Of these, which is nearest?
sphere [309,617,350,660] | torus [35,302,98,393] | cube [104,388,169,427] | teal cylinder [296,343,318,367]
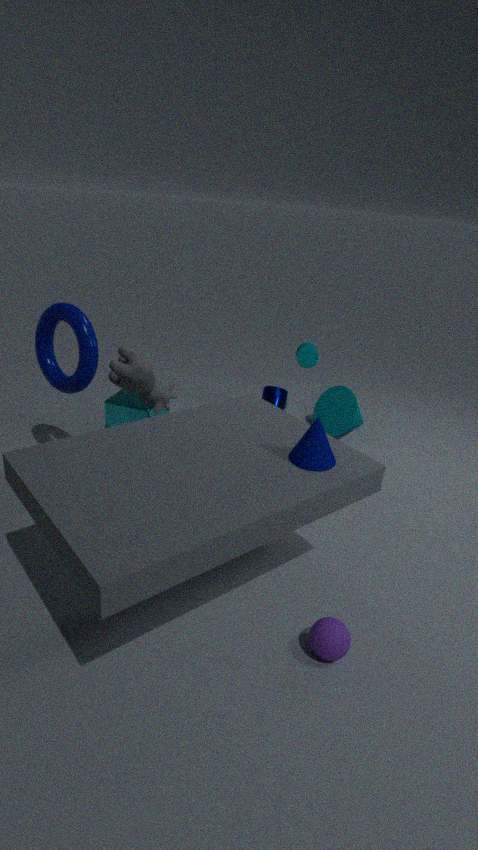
sphere [309,617,350,660]
